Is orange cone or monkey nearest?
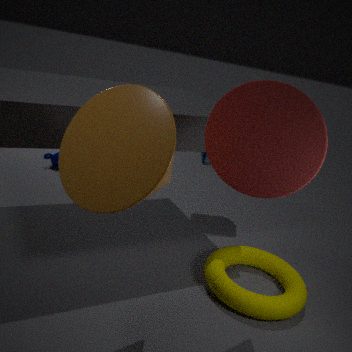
orange cone
